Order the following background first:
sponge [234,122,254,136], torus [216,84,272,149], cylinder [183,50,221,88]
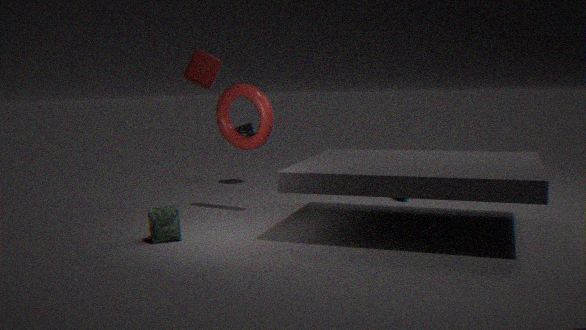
sponge [234,122,254,136]
torus [216,84,272,149]
cylinder [183,50,221,88]
